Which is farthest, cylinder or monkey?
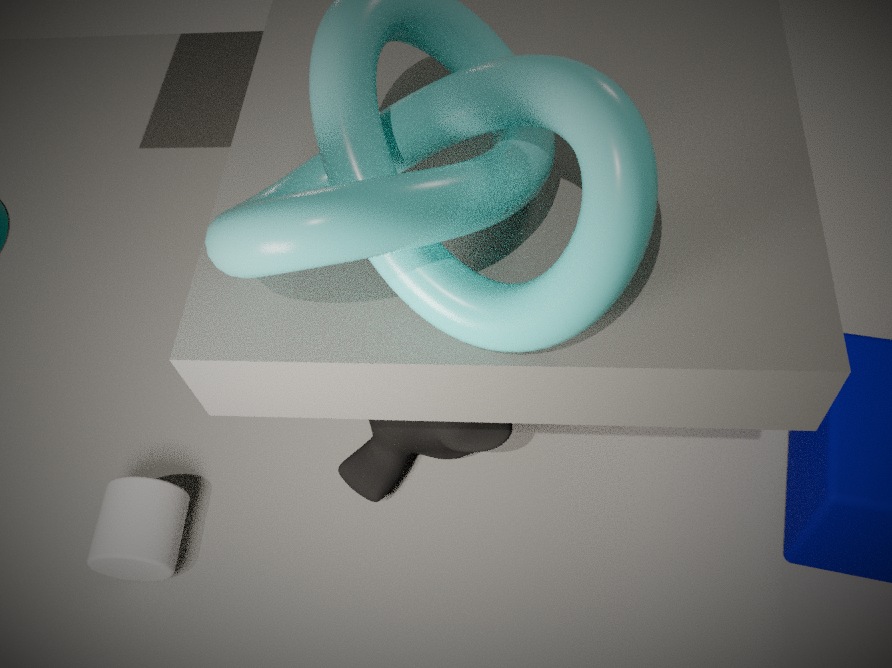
cylinder
